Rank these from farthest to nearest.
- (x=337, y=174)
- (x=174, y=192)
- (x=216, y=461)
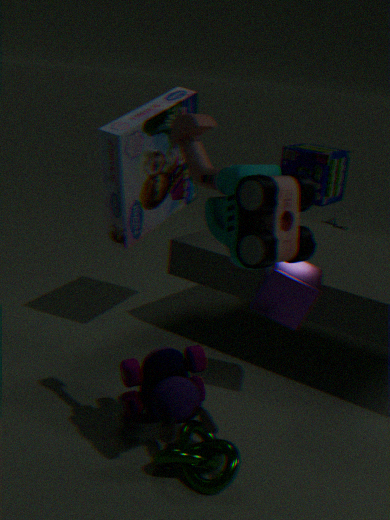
(x=337, y=174) < (x=174, y=192) < (x=216, y=461)
